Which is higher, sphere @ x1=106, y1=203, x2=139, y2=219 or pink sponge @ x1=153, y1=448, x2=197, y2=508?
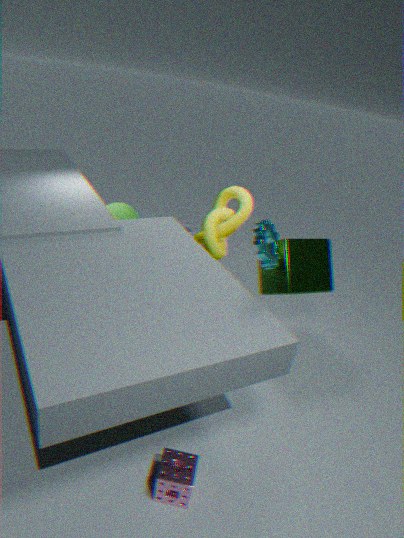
sphere @ x1=106, y1=203, x2=139, y2=219
